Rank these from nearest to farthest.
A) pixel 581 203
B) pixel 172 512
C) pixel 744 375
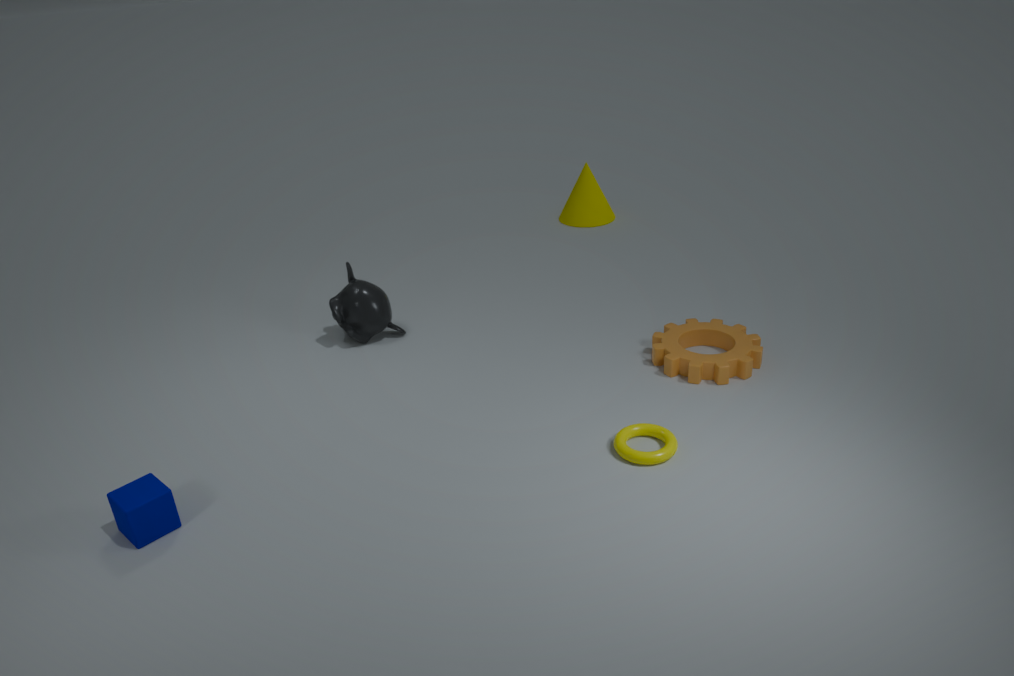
1. pixel 172 512
2. pixel 744 375
3. pixel 581 203
